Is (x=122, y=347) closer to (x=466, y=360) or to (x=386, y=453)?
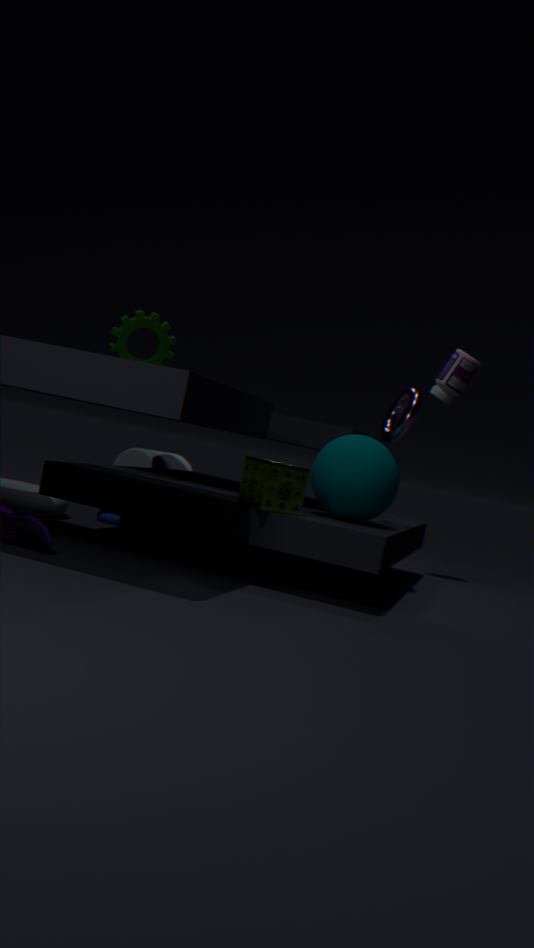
(x=386, y=453)
